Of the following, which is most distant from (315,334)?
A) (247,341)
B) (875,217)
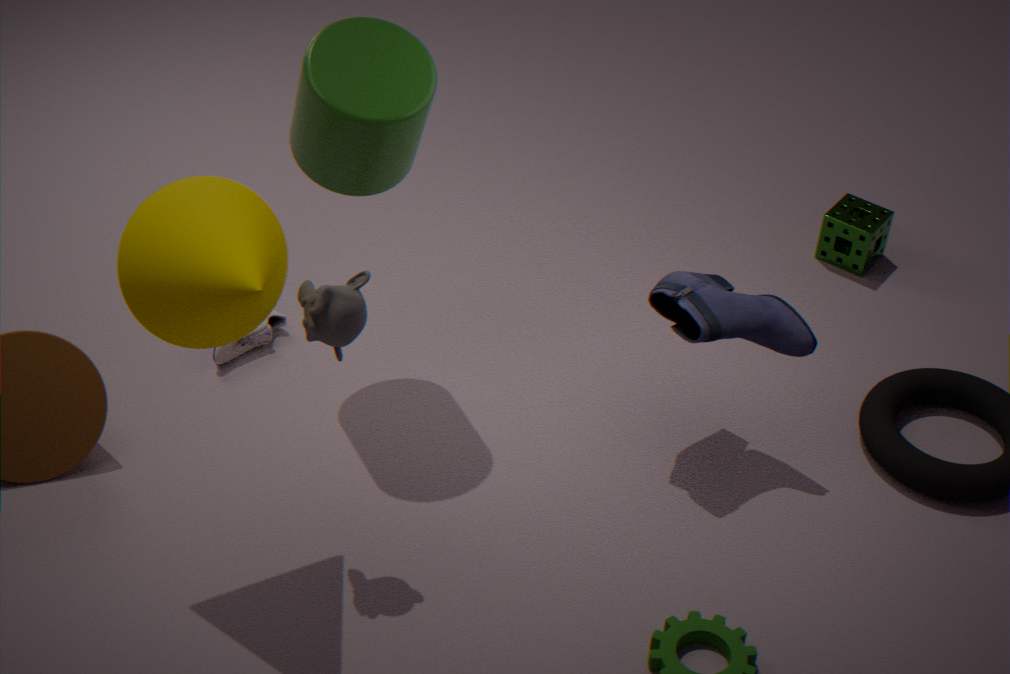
(875,217)
